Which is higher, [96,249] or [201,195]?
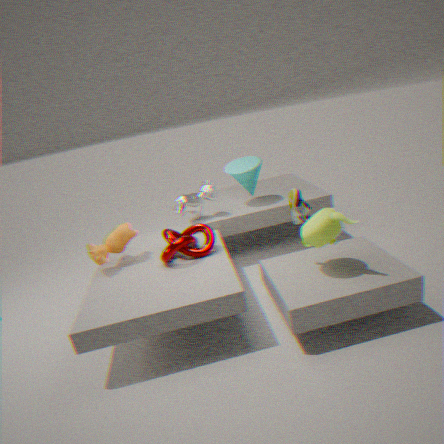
[201,195]
